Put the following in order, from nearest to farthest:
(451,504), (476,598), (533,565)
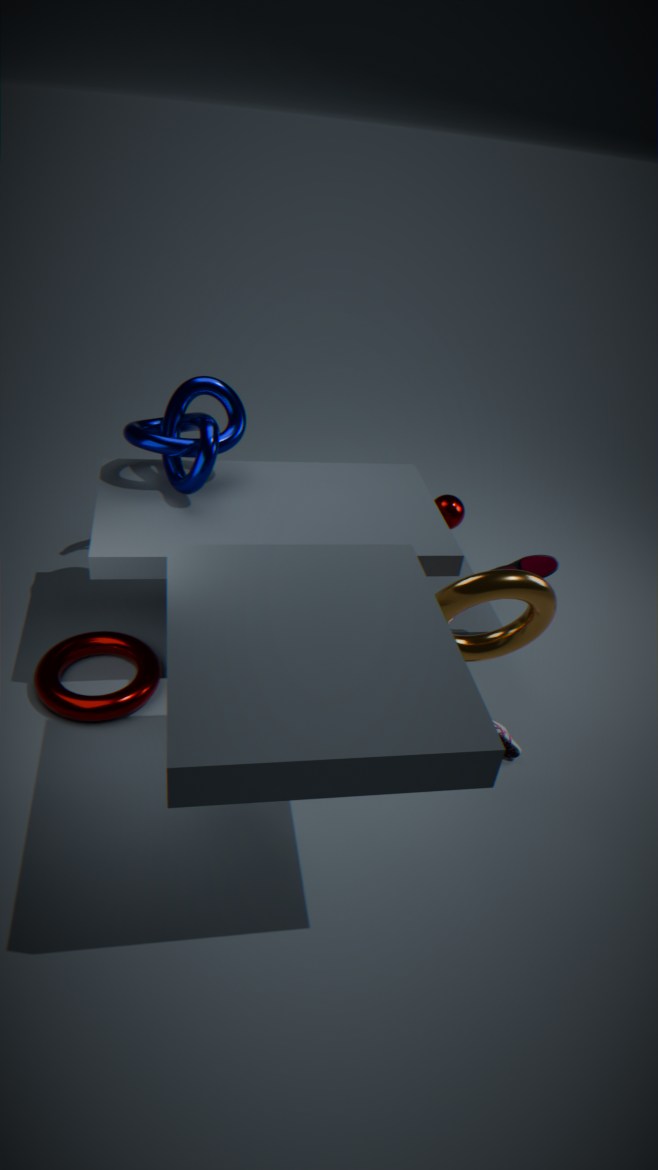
(476,598) < (533,565) < (451,504)
